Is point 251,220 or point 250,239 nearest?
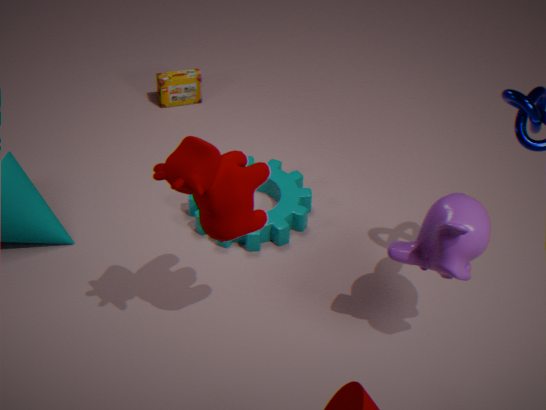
point 251,220
